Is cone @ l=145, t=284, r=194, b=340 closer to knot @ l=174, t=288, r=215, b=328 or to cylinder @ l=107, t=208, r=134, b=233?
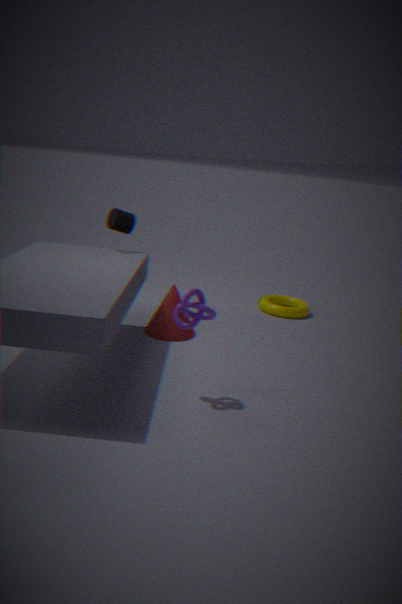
cylinder @ l=107, t=208, r=134, b=233
